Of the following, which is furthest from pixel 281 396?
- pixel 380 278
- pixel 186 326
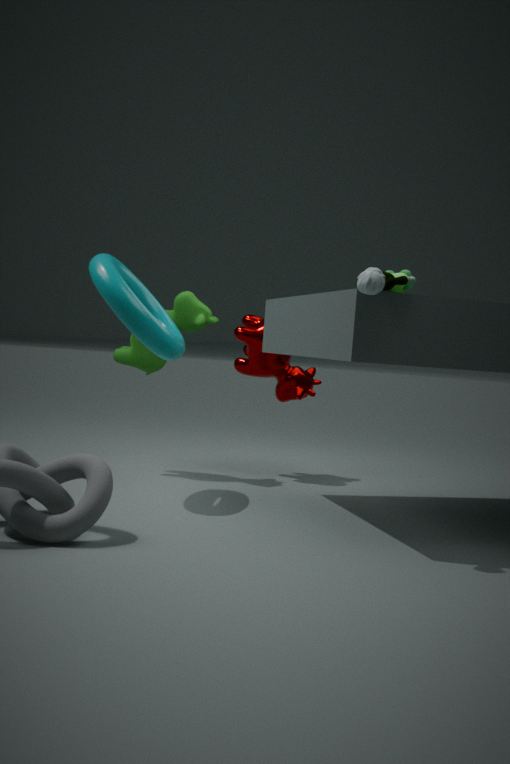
pixel 380 278
